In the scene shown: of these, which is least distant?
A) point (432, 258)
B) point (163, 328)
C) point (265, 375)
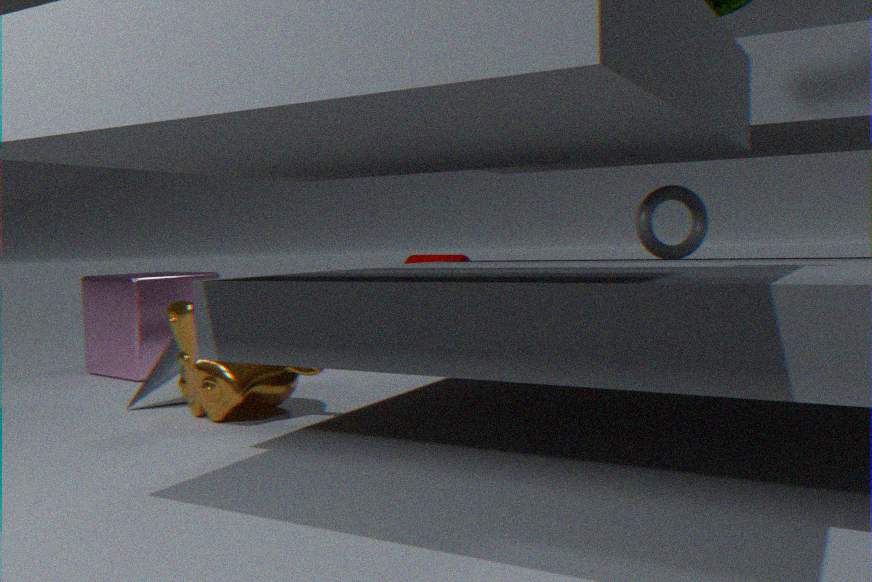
C. point (265, 375)
